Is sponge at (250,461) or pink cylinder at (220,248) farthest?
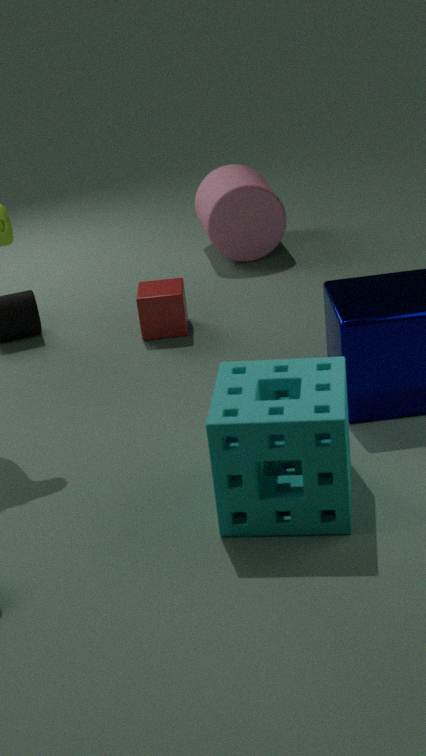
pink cylinder at (220,248)
